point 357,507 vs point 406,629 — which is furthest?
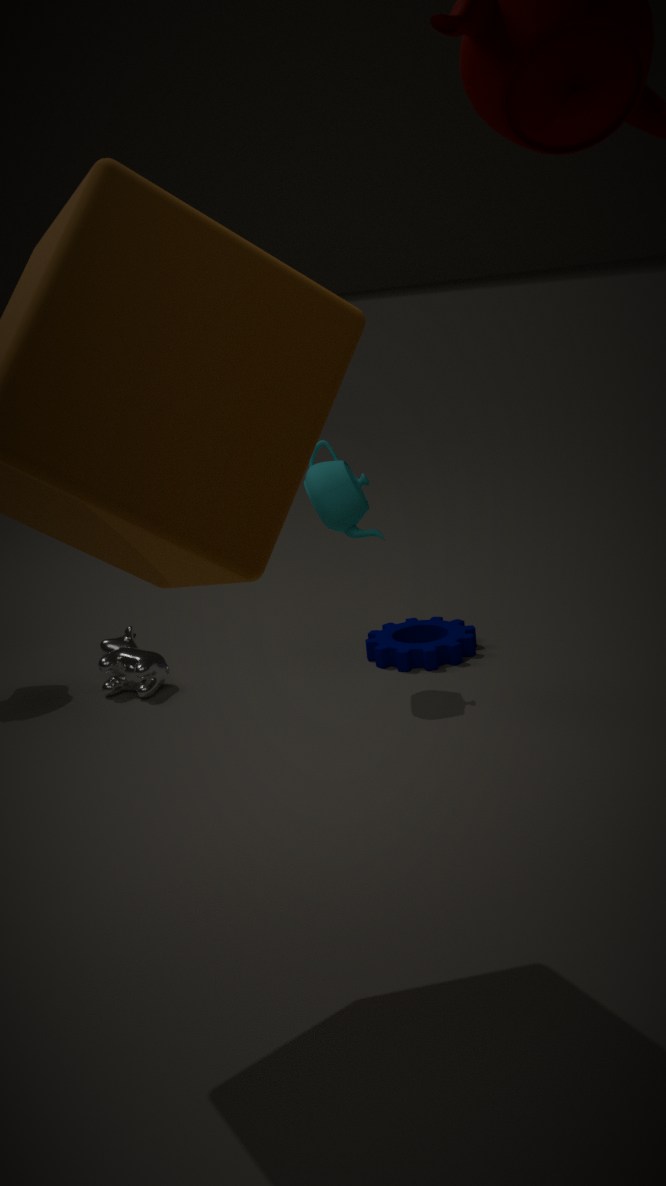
point 406,629
